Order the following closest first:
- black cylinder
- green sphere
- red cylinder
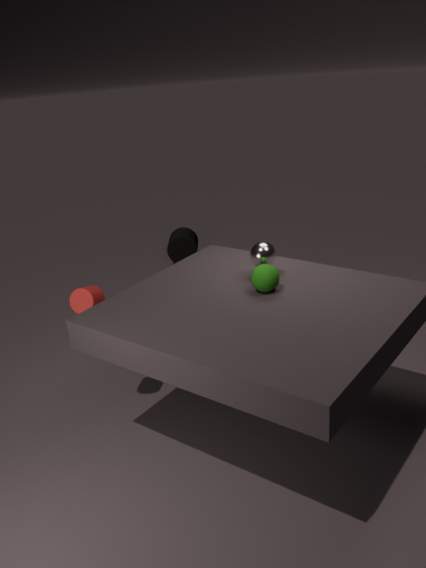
green sphere, red cylinder, black cylinder
